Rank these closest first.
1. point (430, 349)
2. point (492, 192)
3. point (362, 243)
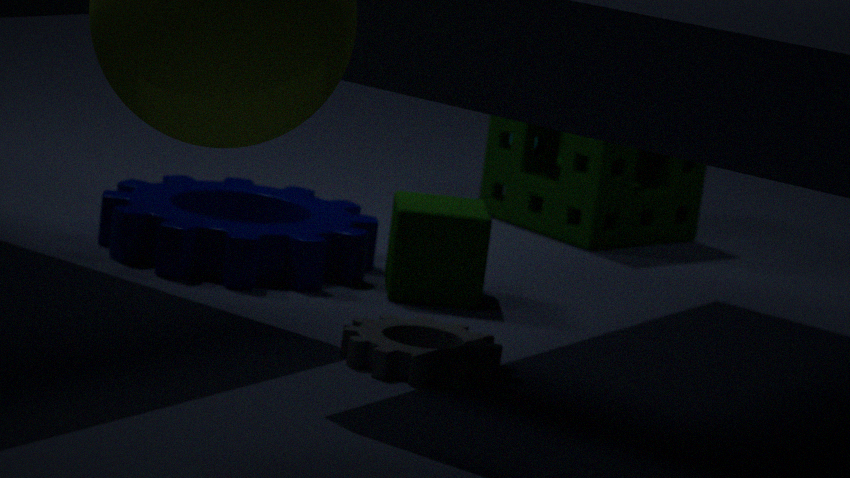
point (430, 349) → point (362, 243) → point (492, 192)
